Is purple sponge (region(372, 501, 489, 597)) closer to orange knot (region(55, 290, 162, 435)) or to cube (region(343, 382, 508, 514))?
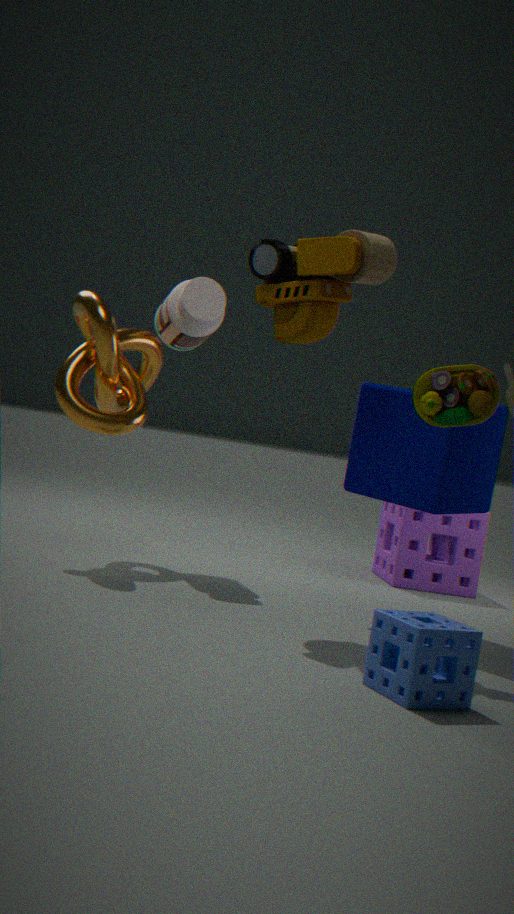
cube (region(343, 382, 508, 514))
